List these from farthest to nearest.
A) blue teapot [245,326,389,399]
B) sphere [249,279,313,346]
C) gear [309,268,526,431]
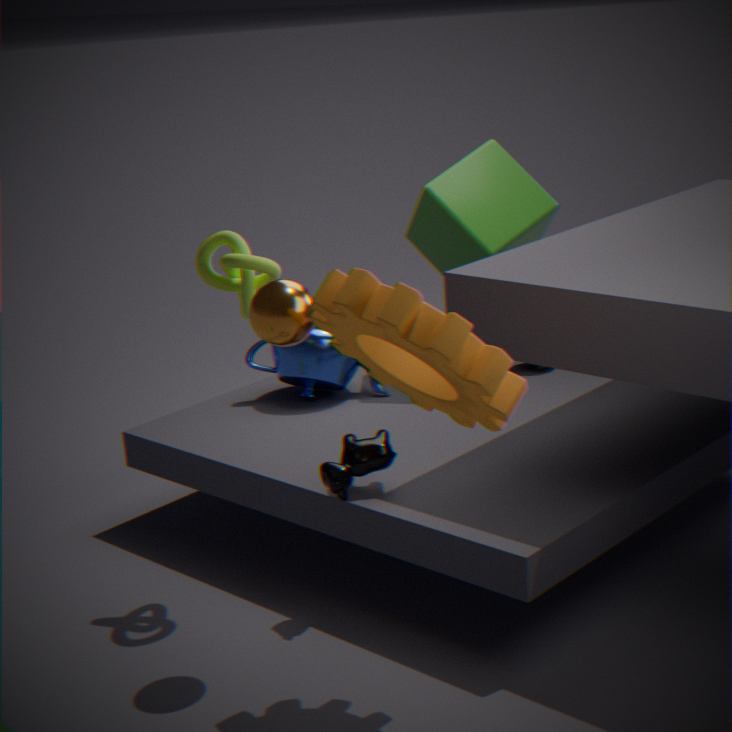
blue teapot [245,326,389,399] → sphere [249,279,313,346] → gear [309,268,526,431]
